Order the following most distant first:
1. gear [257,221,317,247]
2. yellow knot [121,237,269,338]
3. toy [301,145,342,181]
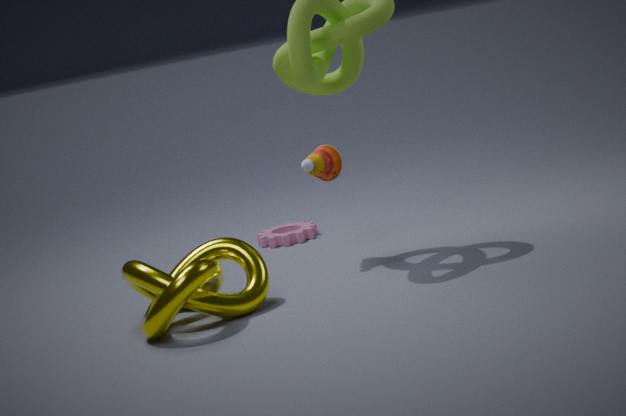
gear [257,221,317,247], toy [301,145,342,181], yellow knot [121,237,269,338]
